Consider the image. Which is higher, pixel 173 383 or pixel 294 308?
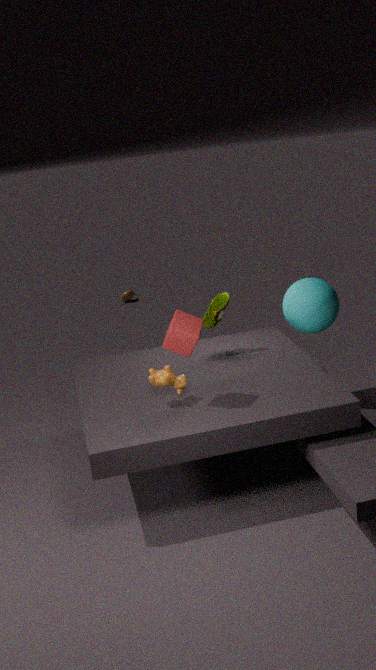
pixel 294 308
